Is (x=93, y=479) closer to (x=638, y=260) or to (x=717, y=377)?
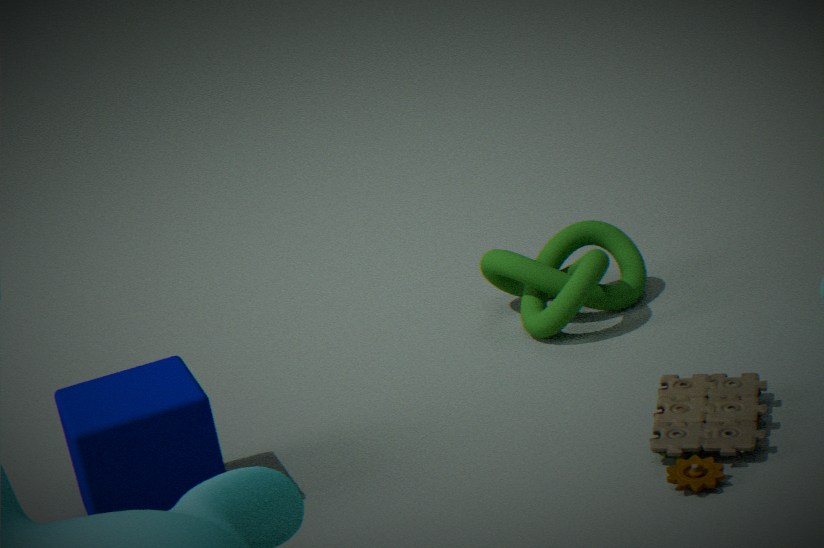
(x=717, y=377)
